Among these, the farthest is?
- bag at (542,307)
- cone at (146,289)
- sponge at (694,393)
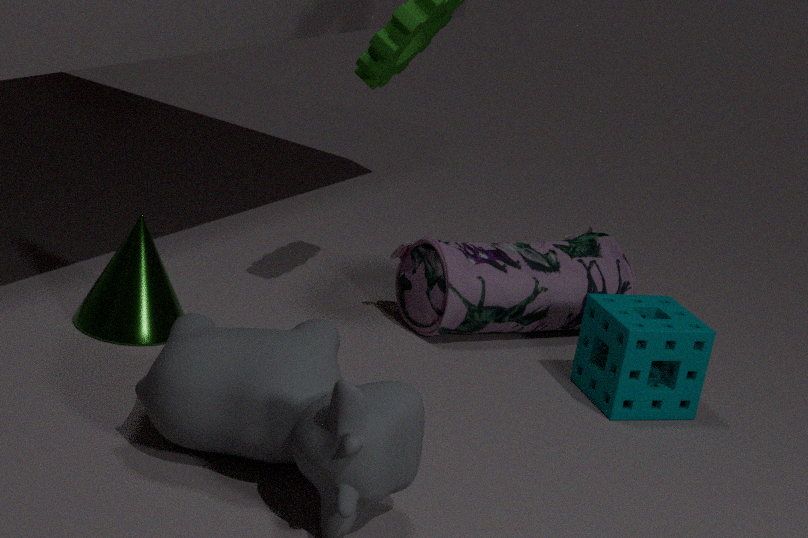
bag at (542,307)
